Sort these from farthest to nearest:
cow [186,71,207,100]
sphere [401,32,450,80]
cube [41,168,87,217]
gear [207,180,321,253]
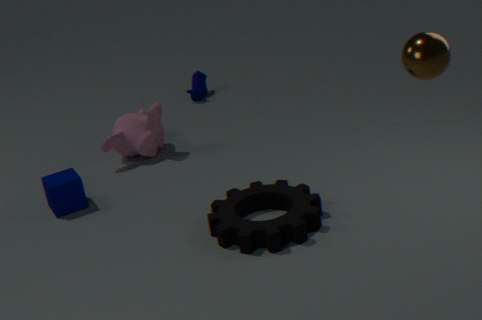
cow [186,71,207,100]
cube [41,168,87,217]
gear [207,180,321,253]
sphere [401,32,450,80]
